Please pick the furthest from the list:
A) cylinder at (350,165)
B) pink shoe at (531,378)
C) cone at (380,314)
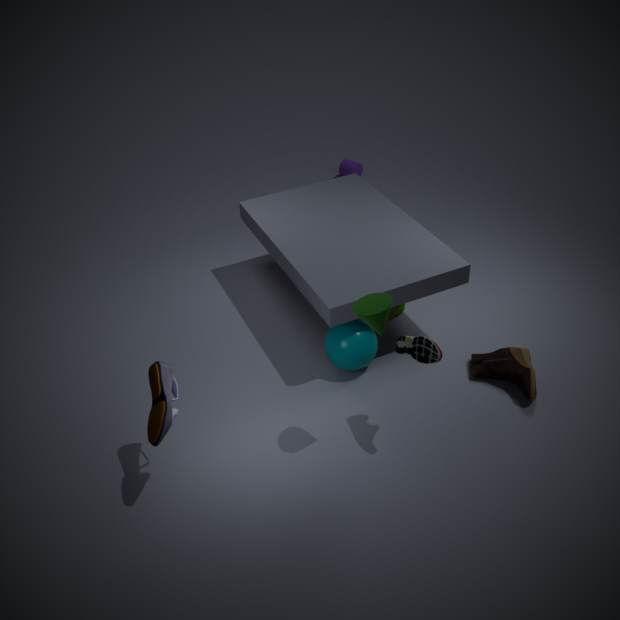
cylinder at (350,165)
